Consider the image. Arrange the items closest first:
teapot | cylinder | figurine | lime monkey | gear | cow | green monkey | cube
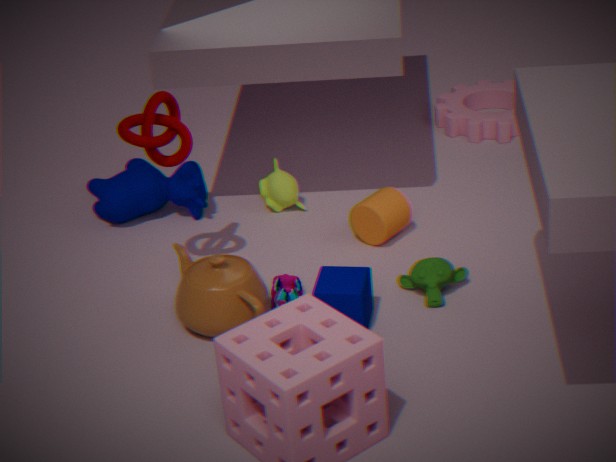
cube
teapot
green monkey
figurine
cylinder
cow
lime monkey
gear
